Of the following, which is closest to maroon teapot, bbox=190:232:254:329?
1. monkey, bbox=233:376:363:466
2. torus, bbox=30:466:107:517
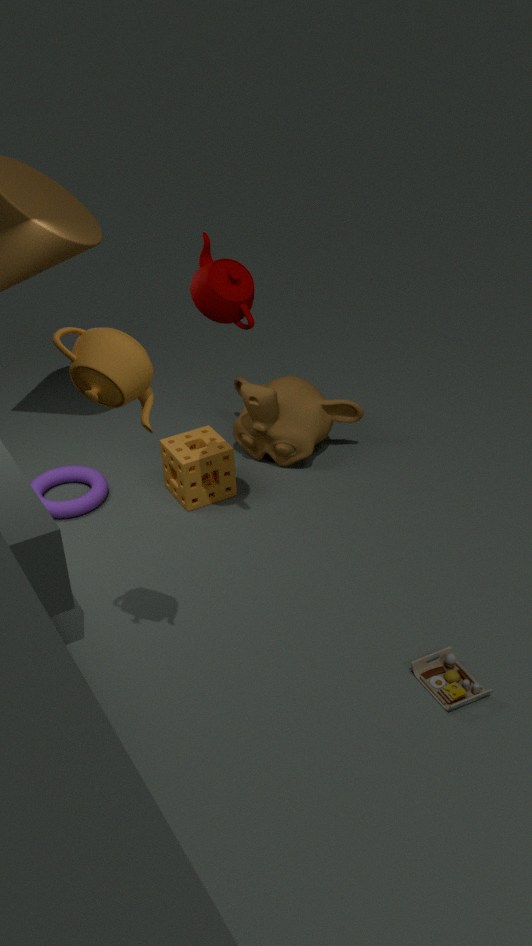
monkey, bbox=233:376:363:466
